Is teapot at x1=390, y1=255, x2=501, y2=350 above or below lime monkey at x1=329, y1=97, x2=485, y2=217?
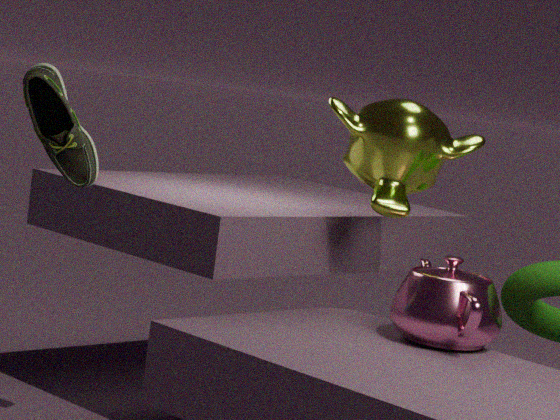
below
